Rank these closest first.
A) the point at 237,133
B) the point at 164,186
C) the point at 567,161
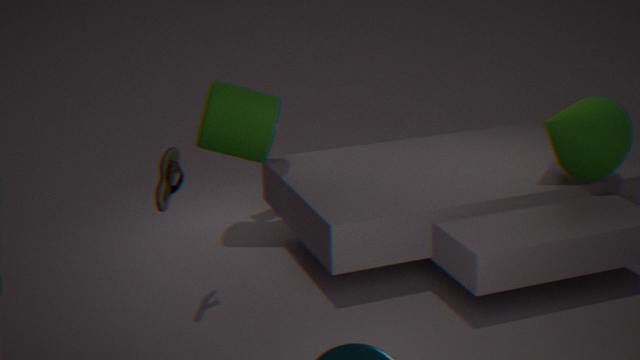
the point at 164,186, the point at 567,161, the point at 237,133
